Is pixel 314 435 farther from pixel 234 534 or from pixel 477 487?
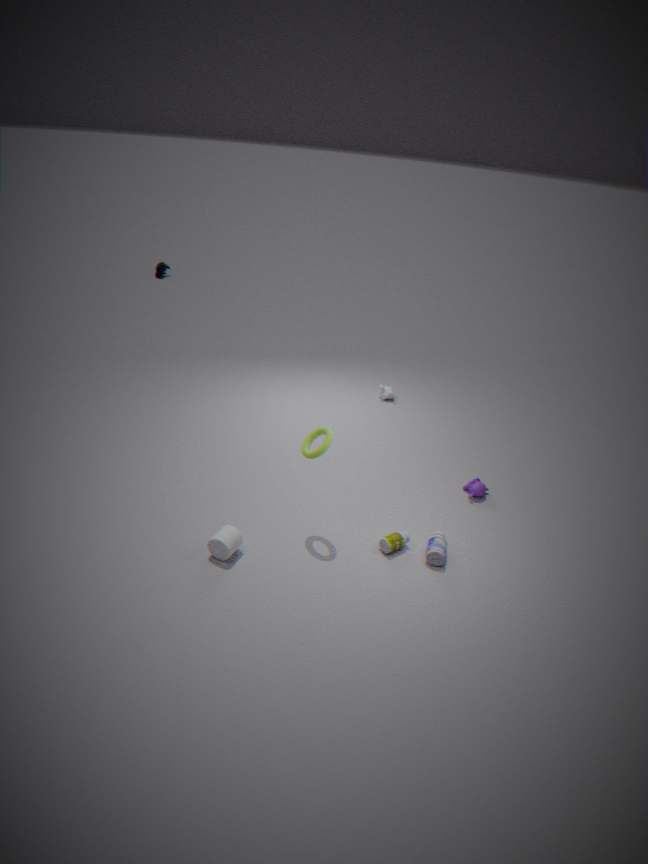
pixel 477 487
